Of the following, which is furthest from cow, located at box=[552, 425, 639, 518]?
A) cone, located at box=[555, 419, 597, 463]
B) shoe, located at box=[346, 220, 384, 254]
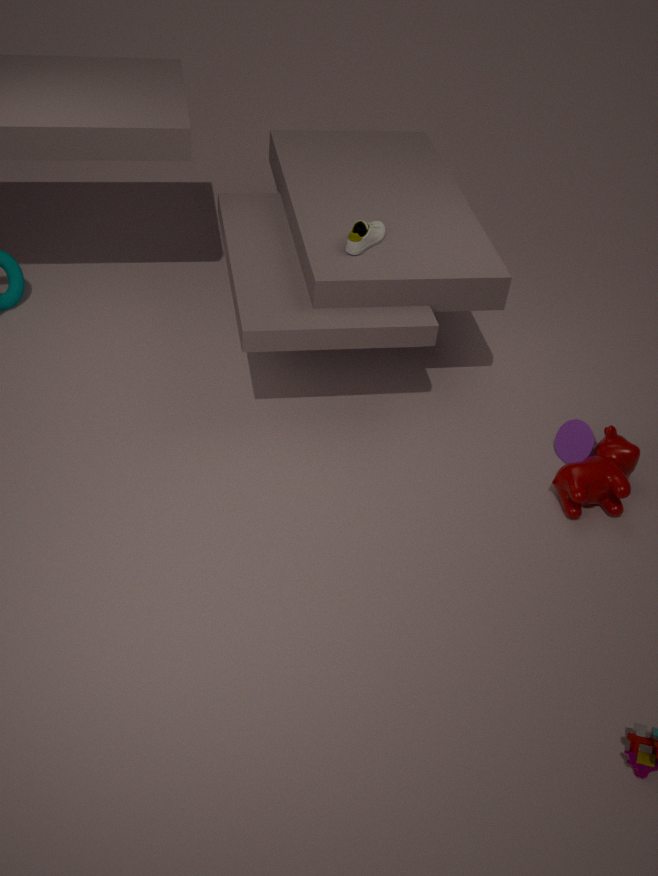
shoe, located at box=[346, 220, 384, 254]
